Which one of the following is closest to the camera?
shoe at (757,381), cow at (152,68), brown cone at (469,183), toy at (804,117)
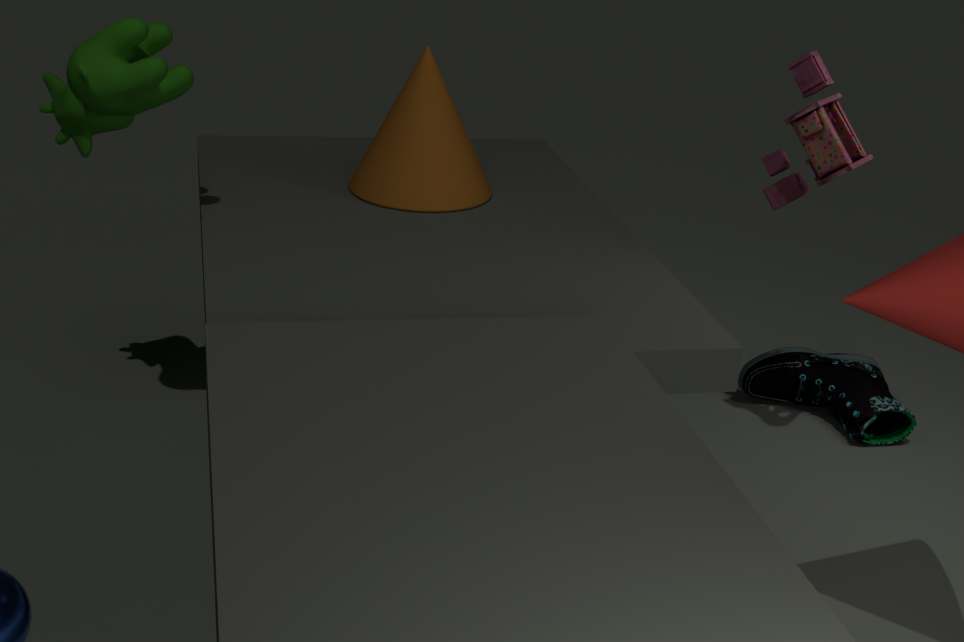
cow at (152,68)
